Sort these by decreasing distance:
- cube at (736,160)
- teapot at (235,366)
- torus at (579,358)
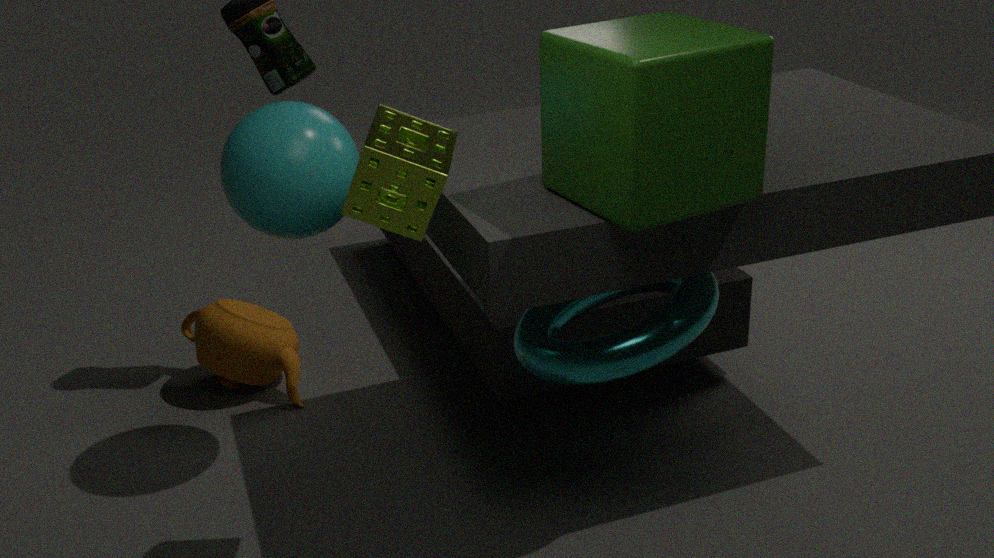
teapot at (235,366), torus at (579,358), cube at (736,160)
